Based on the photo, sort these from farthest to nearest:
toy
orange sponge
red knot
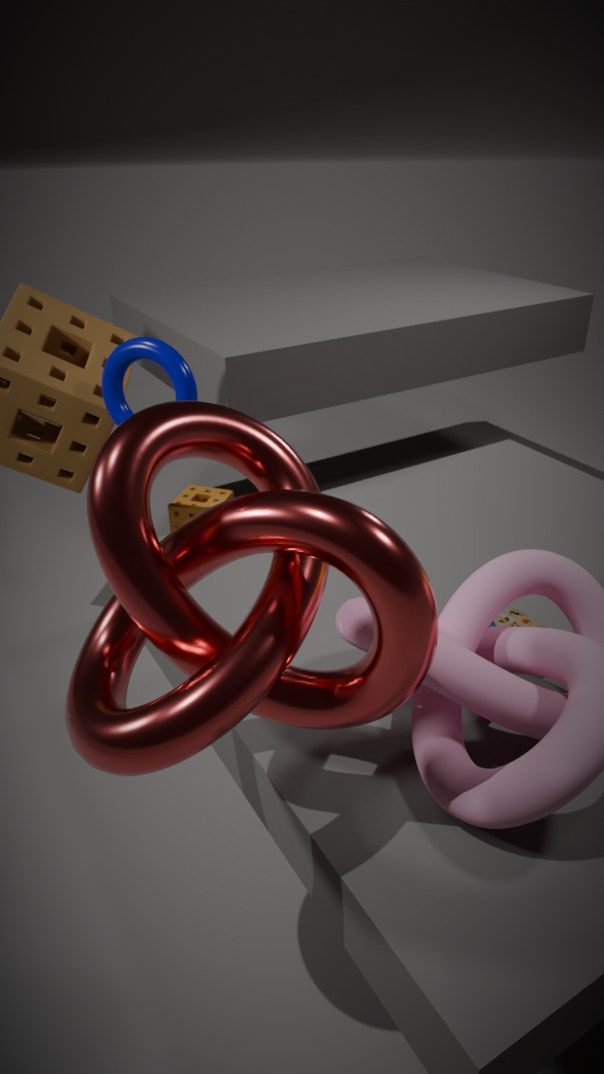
1. orange sponge
2. toy
3. red knot
